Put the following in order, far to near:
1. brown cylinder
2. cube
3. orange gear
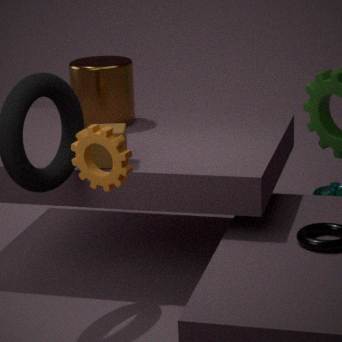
brown cylinder
cube
orange gear
